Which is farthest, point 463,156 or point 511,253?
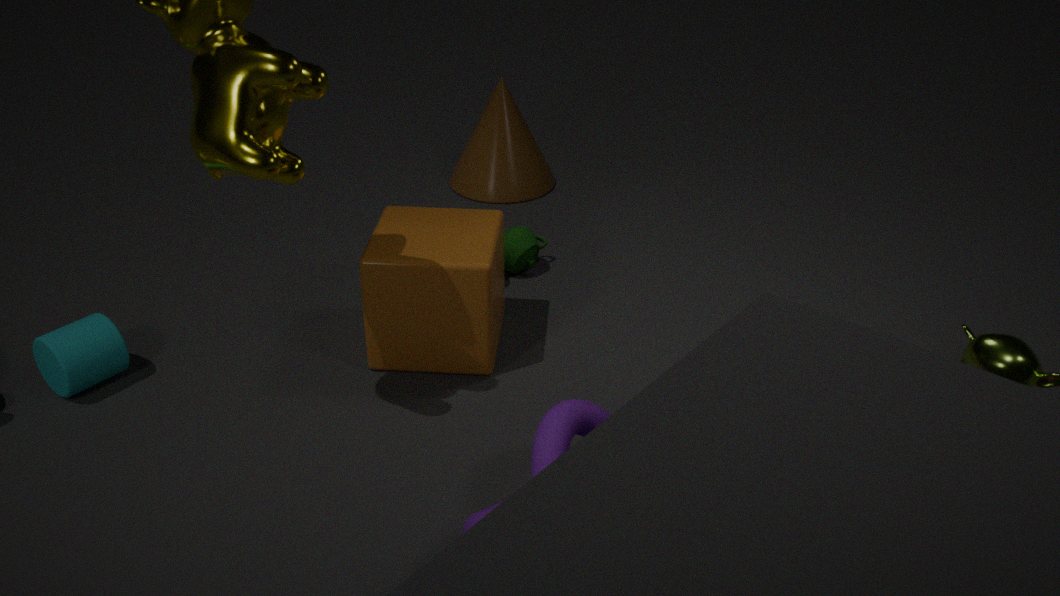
point 463,156
